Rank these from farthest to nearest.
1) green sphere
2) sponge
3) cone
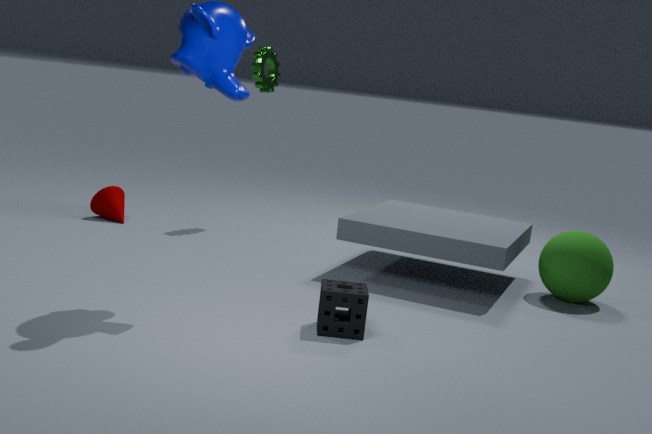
3. cone < 1. green sphere < 2. sponge
